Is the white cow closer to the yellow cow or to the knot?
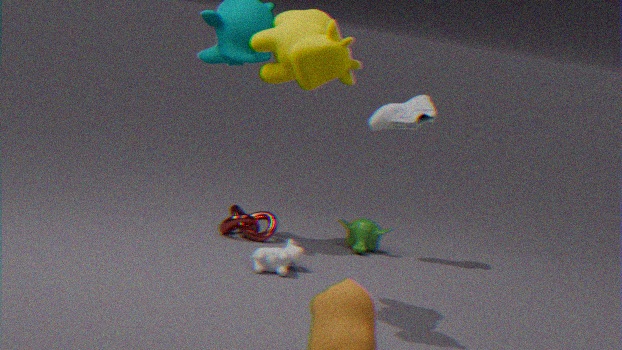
the knot
